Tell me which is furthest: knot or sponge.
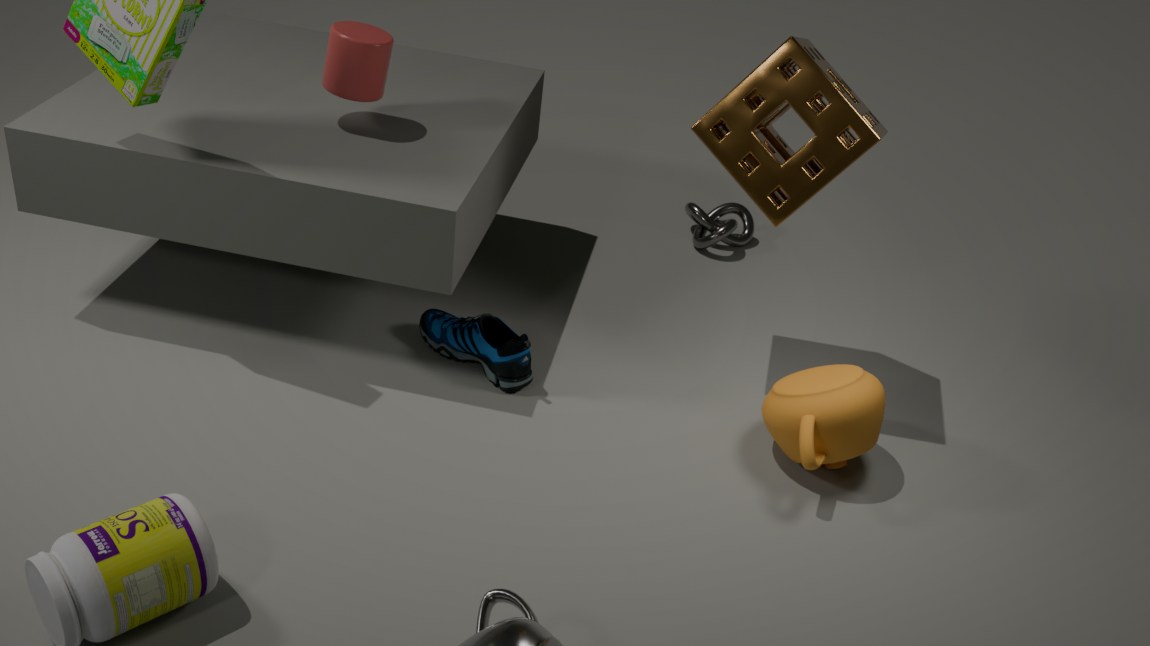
knot
